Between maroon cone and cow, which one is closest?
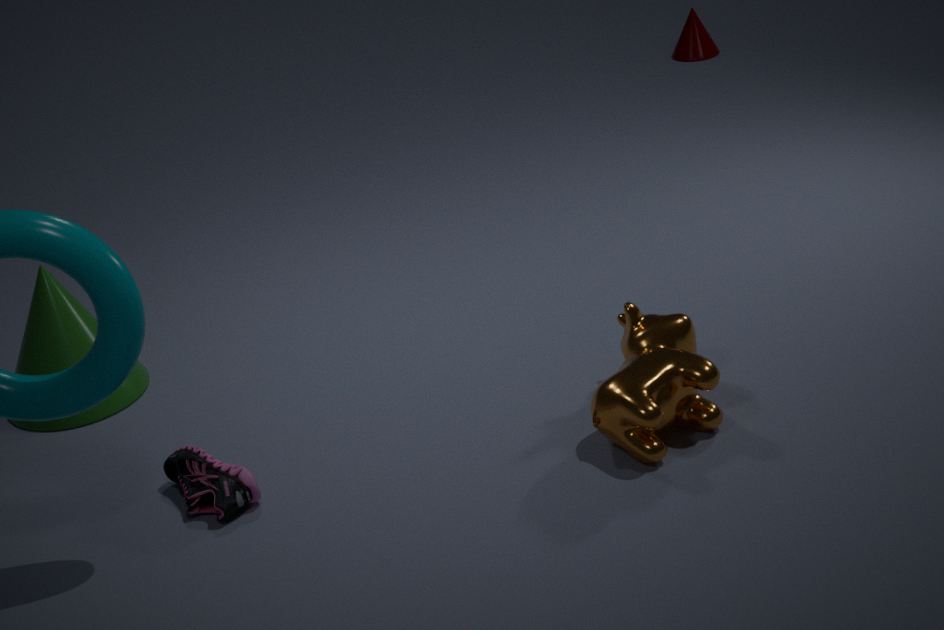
cow
